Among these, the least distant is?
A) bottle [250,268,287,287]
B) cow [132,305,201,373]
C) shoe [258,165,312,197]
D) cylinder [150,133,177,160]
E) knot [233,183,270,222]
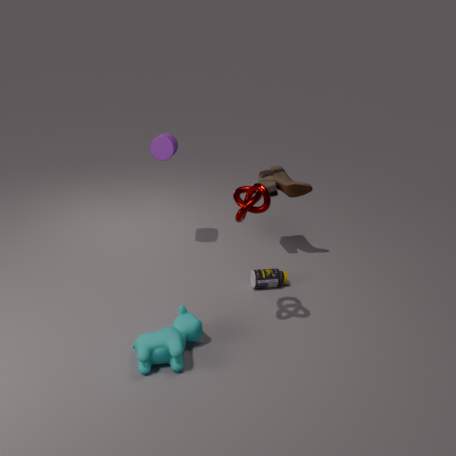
knot [233,183,270,222]
